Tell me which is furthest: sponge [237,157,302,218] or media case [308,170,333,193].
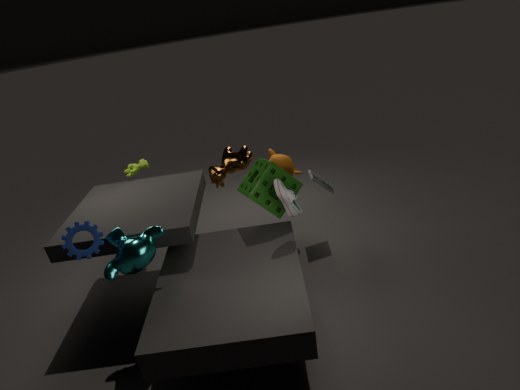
media case [308,170,333,193]
